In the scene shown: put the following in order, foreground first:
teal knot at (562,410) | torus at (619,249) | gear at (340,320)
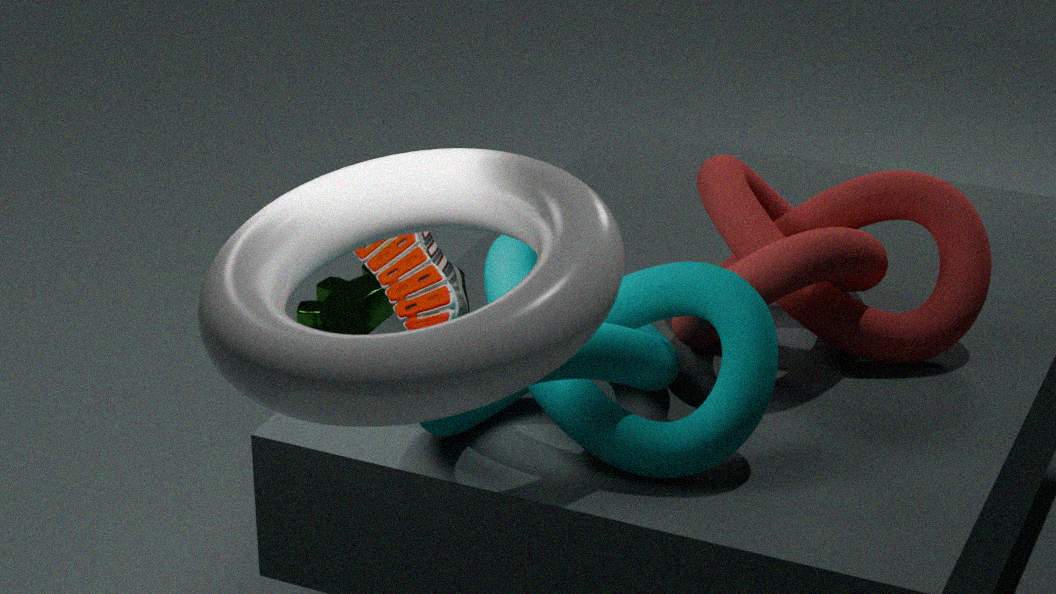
1. torus at (619,249)
2. teal knot at (562,410)
3. gear at (340,320)
